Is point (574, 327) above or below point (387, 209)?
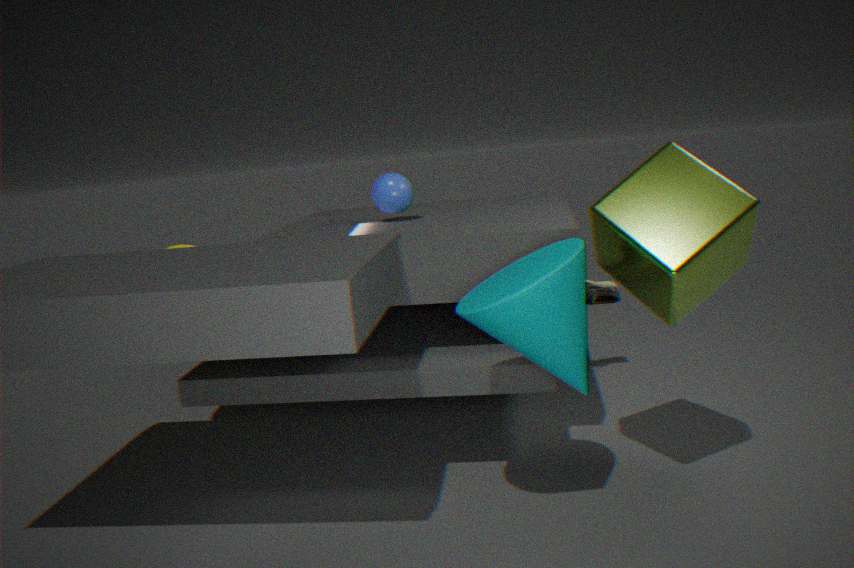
below
